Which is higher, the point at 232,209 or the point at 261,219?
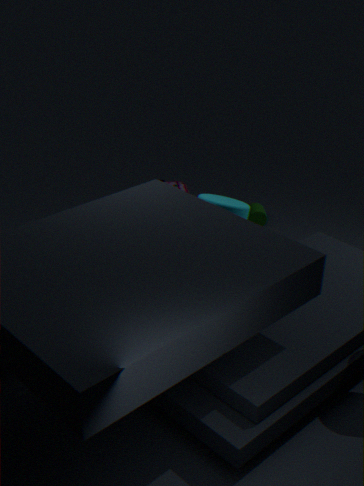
the point at 232,209
